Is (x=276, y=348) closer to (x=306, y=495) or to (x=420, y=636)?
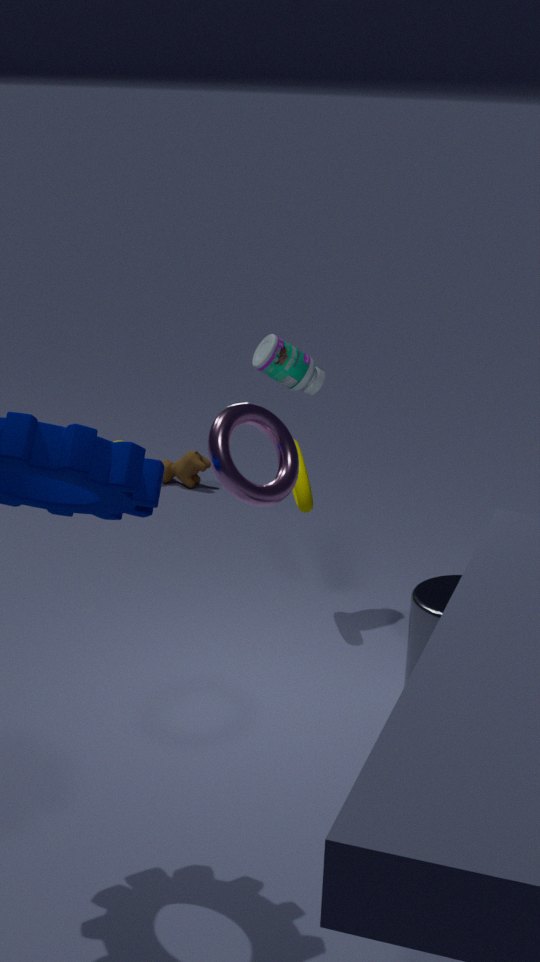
(x=306, y=495)
